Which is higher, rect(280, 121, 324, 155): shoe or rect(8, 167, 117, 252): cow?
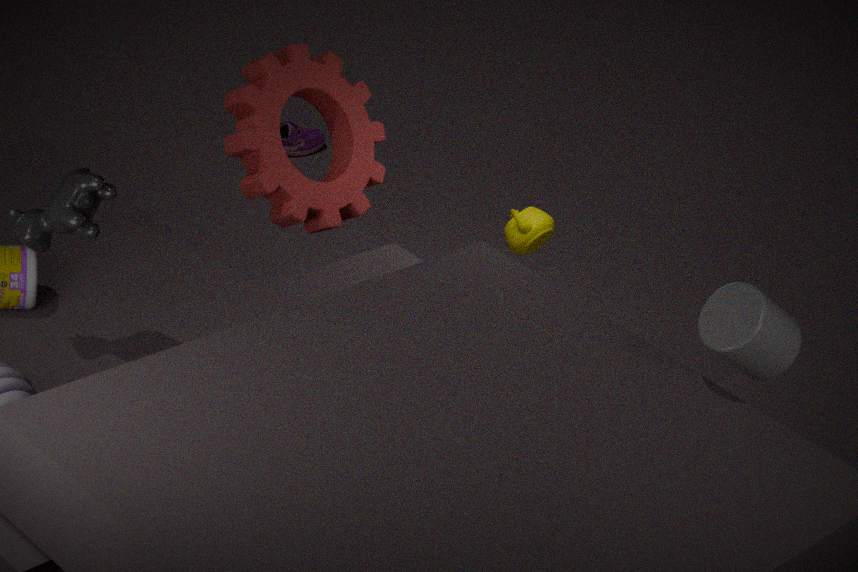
rect(8, 167, 117, 252): cow
